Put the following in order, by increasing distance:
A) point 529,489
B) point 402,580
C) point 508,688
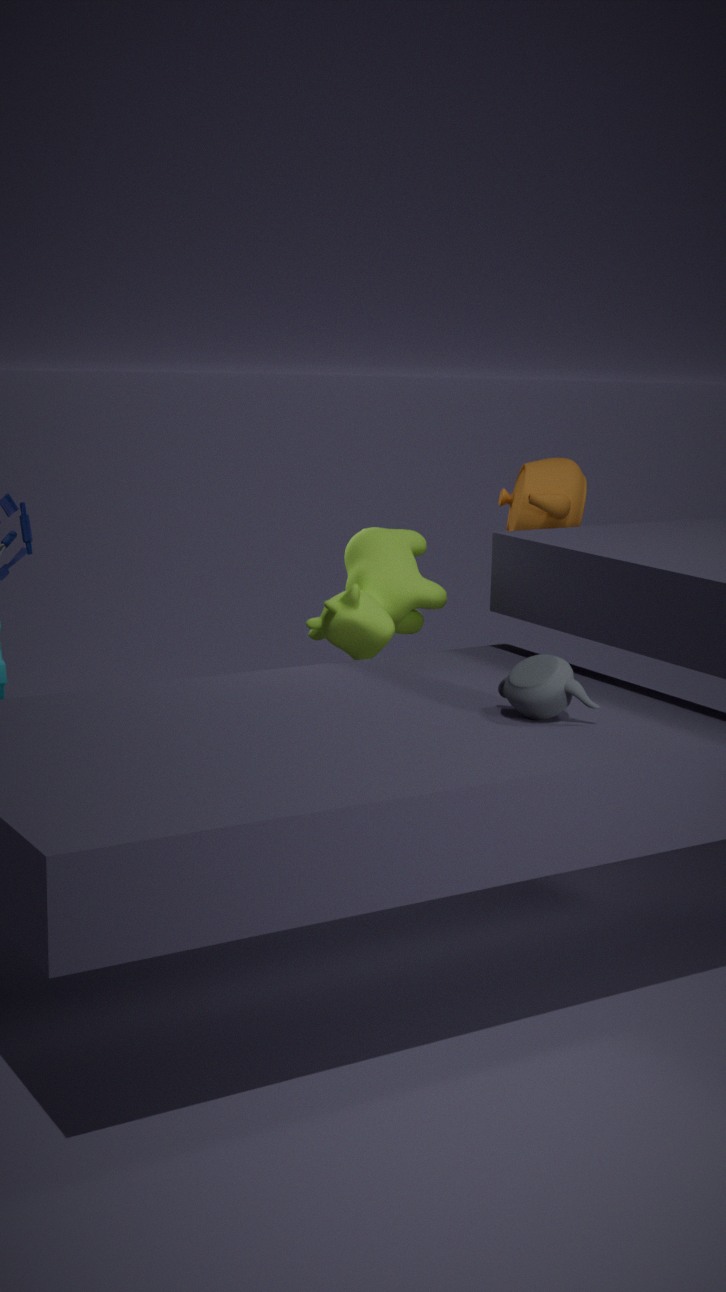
point 508,688 → point 402,580 → point 529,489
